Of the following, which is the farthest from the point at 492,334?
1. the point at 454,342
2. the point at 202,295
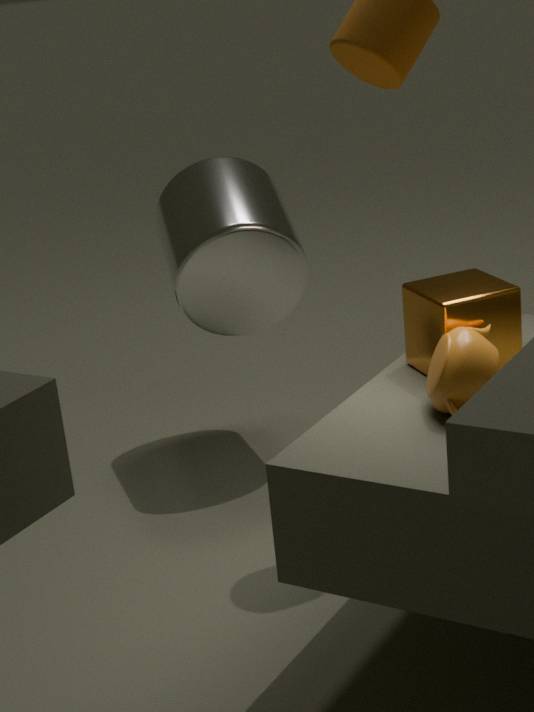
the point at 202,295
